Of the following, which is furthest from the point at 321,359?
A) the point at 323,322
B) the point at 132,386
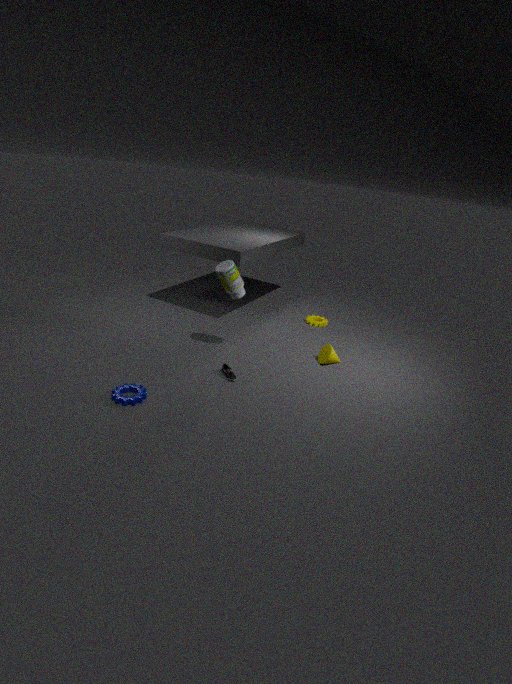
the point at 132,386
